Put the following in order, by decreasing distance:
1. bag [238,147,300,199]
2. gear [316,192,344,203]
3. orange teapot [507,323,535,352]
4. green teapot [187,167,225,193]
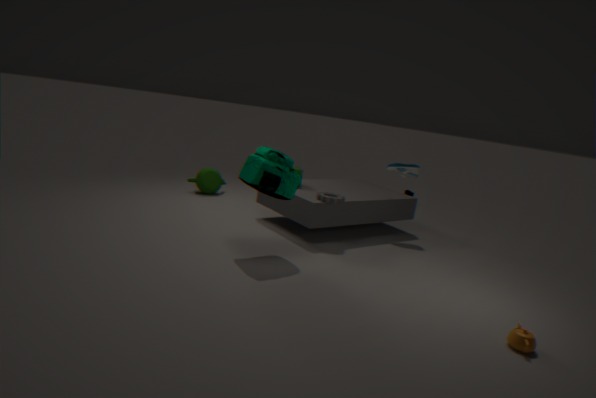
1. green teapot [187,167,225,193]
2. gear [316,192,344,203]
3. bag [238,147,300,199]
4. orange teapot [507,323,535,352]
